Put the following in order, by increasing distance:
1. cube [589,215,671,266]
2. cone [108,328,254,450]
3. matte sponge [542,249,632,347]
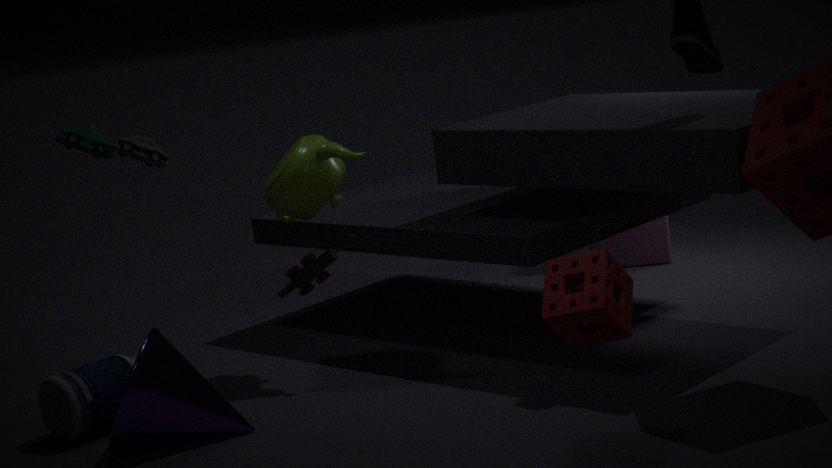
matte sponge [542,249,632,347], cone [108,328,254,450], cube [589,215,671,266]
